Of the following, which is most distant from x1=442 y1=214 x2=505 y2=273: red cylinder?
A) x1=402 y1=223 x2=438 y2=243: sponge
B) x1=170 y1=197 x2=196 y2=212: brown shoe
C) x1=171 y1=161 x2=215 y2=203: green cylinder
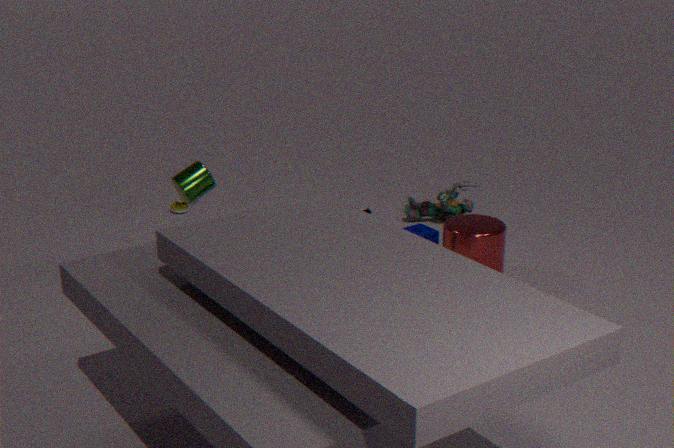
x1=170 y1=197 x2=196 y2=212: brown shoe
